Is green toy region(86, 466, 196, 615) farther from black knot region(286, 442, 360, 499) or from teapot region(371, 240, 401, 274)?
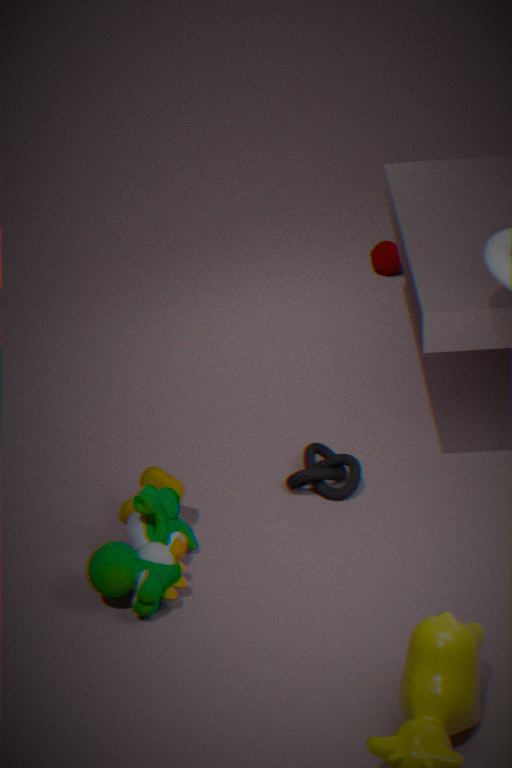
teapot region(371, 240, 401, 274)
